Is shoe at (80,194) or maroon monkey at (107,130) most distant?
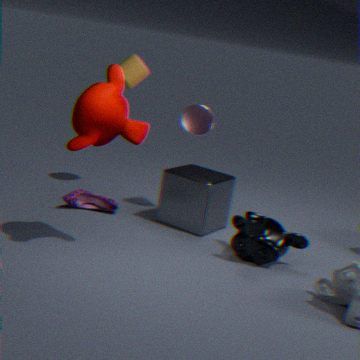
shoe at (80,194)
